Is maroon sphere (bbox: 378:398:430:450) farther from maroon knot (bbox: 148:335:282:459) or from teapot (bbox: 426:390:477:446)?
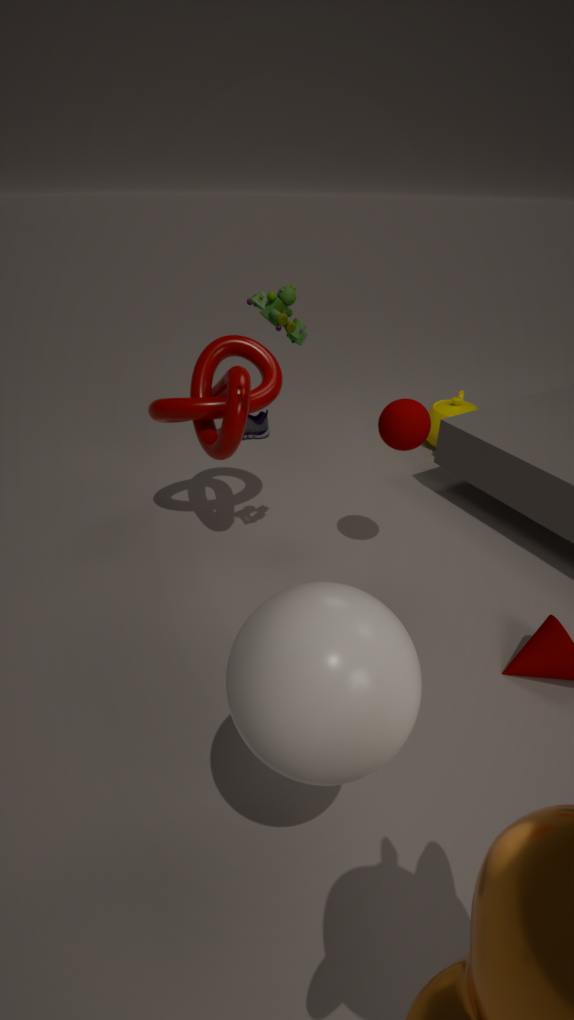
teapot (bbox: 426:390:477:446)
